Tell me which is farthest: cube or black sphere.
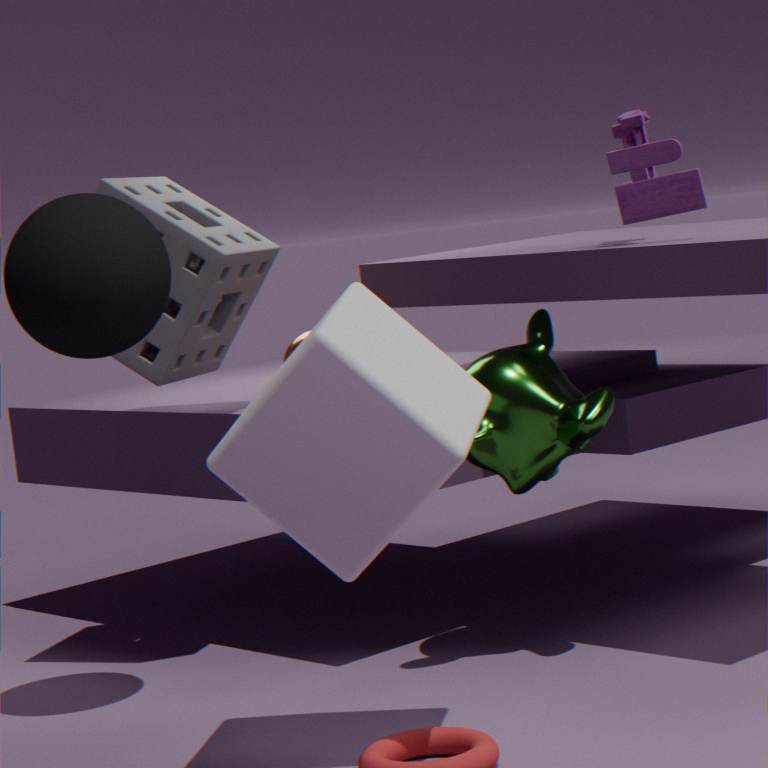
black sphere
